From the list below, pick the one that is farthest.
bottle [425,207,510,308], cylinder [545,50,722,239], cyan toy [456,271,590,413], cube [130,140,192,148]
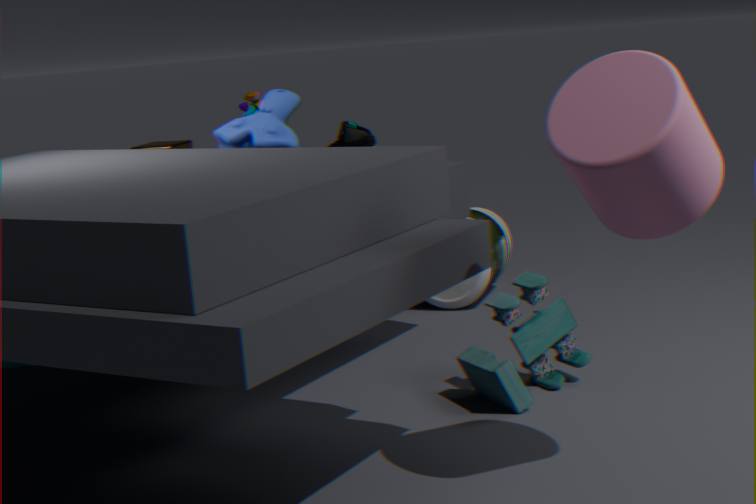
bottle [425,207,510,308]
